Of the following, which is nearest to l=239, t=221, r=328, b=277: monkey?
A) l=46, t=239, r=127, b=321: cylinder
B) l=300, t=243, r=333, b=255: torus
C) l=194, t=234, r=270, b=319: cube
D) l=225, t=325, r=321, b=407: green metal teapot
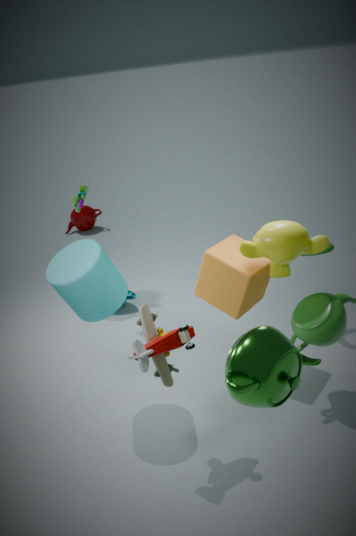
l=194, t=234, r=270, b=319: cube
